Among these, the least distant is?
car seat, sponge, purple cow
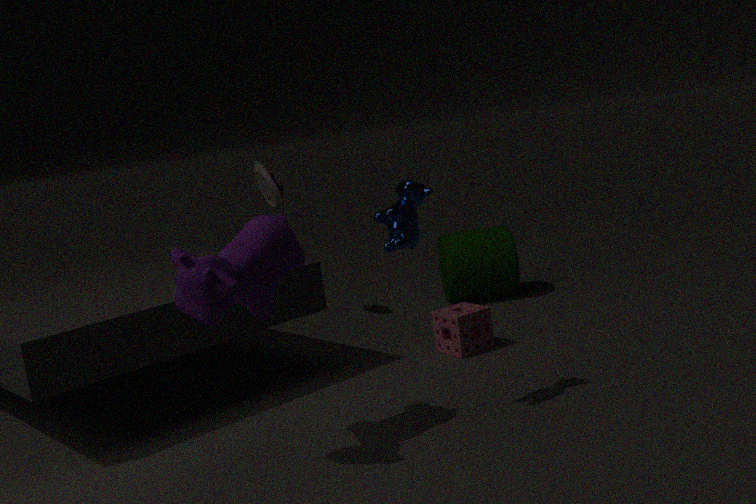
purple cow
